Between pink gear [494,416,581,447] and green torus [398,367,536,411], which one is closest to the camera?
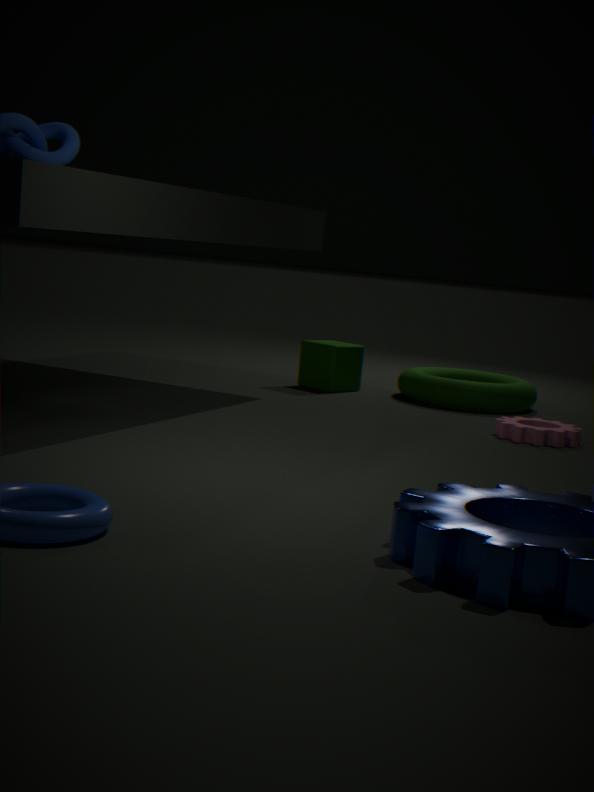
pink gear [494,416,581,447]
